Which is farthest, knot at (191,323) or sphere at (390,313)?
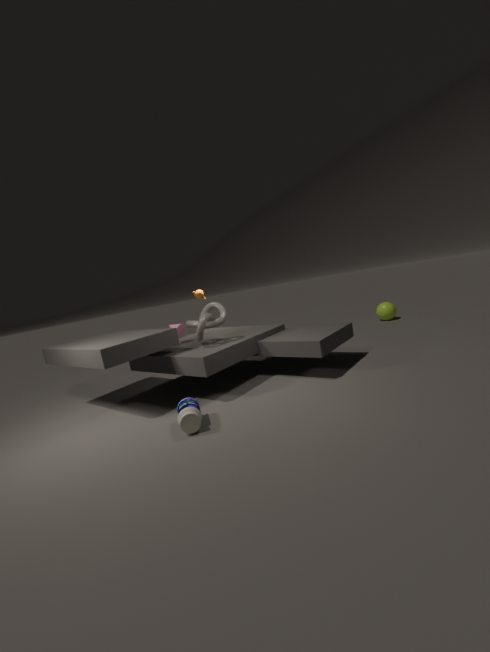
sphere at (390,313)
